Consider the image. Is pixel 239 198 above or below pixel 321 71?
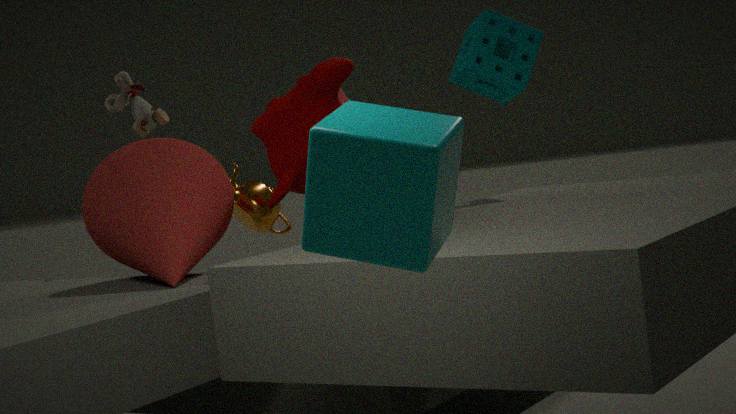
below
